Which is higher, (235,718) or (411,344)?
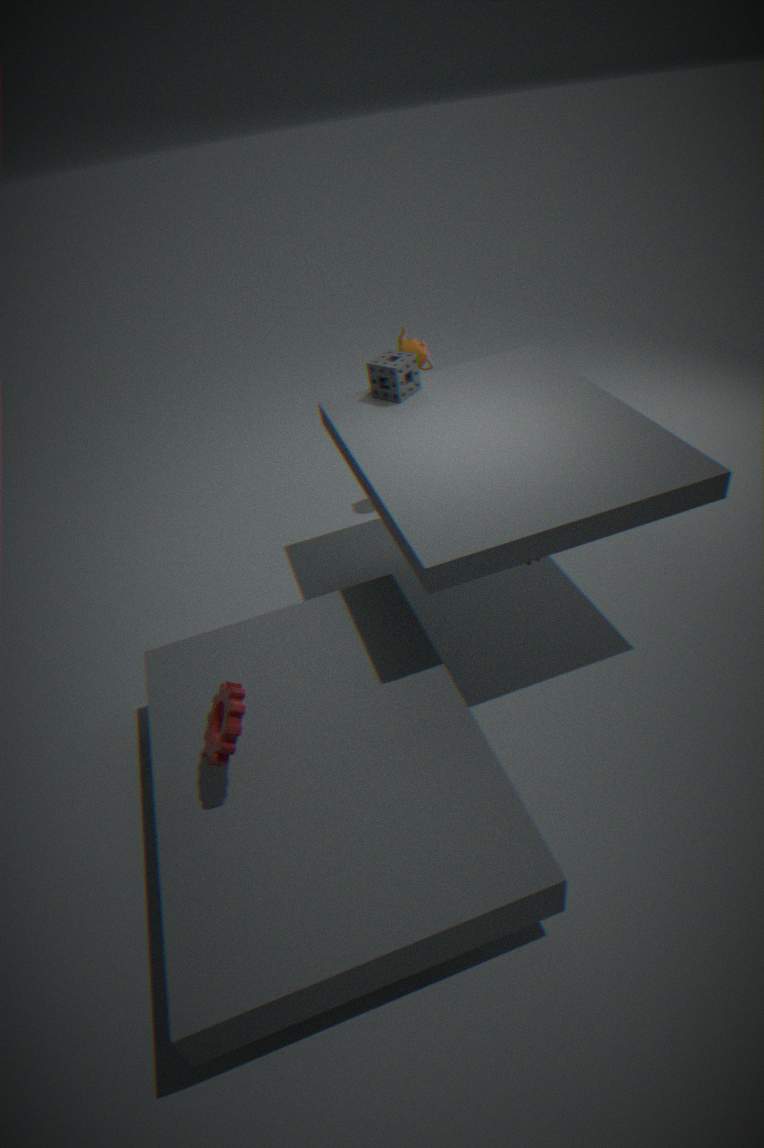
(411,344)
